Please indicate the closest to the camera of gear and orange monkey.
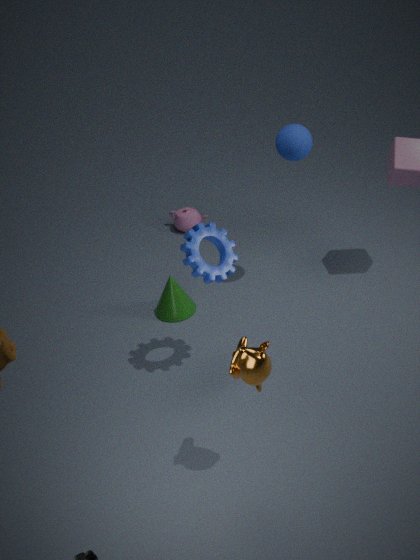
orange monkey
